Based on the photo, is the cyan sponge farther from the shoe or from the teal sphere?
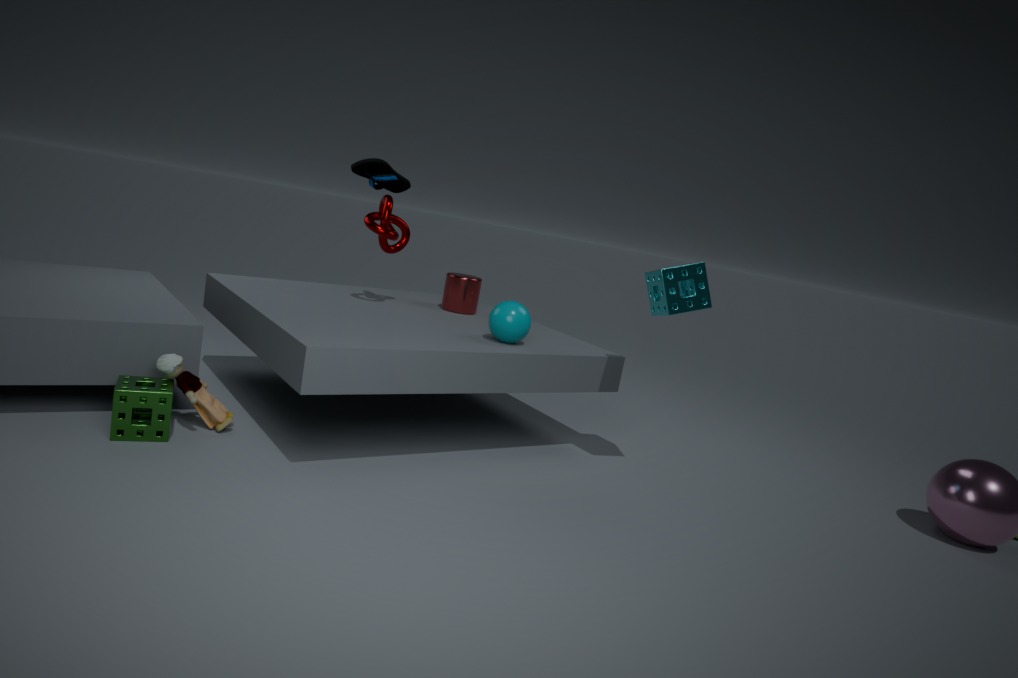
the shoe
